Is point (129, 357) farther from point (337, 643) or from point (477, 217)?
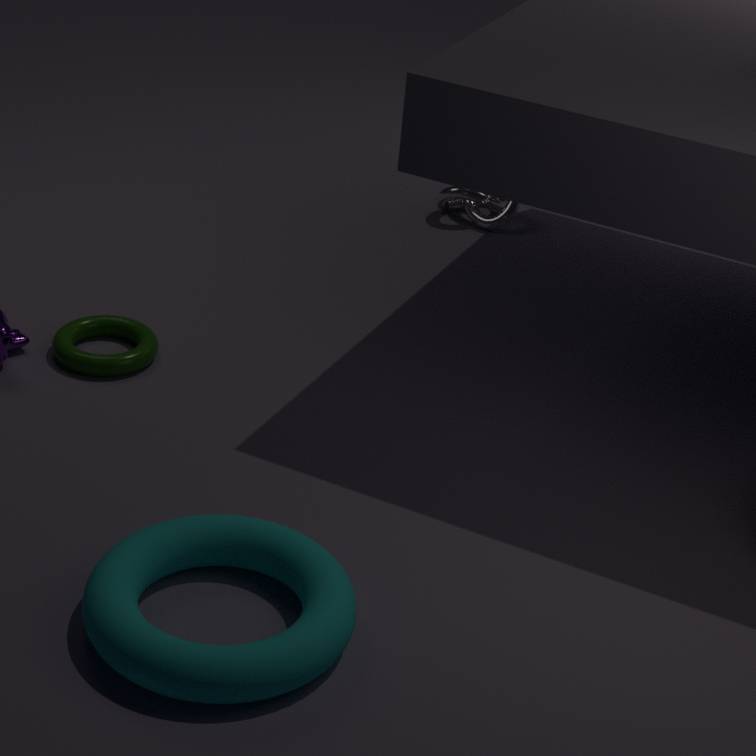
point (477, 217)
